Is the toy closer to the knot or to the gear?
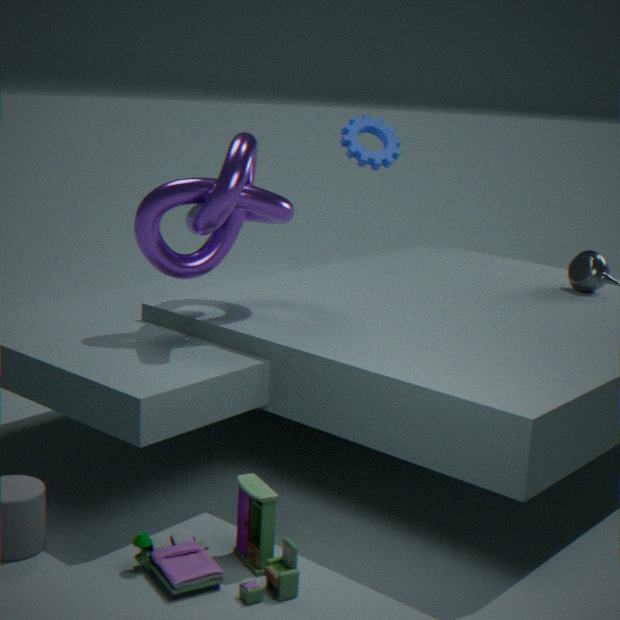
the knot
